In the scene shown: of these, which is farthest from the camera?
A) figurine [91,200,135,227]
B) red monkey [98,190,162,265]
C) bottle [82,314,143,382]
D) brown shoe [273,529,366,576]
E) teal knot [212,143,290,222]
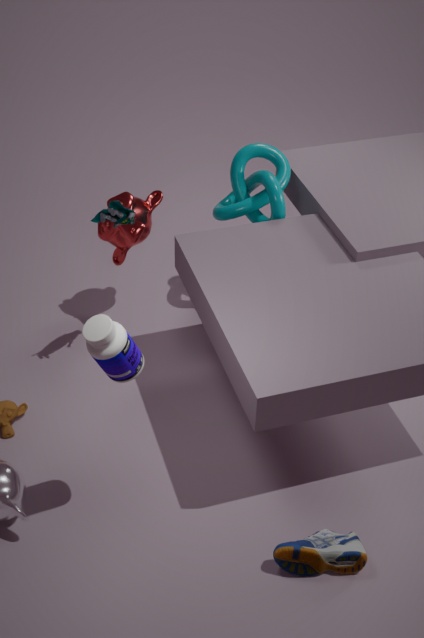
red monkey [98,190,162,265]
